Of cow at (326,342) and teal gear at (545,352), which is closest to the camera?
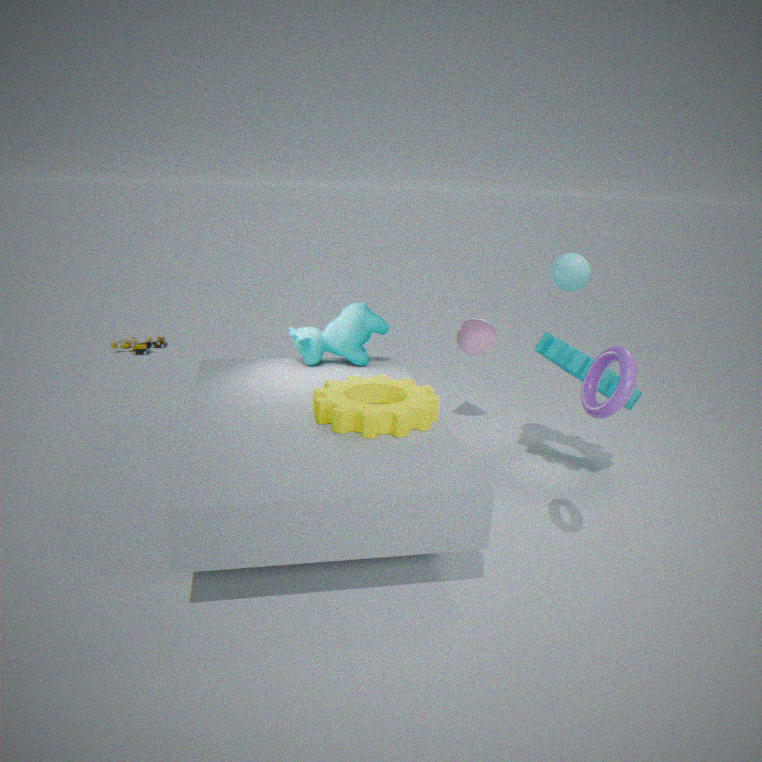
teal gear at (545,352)
